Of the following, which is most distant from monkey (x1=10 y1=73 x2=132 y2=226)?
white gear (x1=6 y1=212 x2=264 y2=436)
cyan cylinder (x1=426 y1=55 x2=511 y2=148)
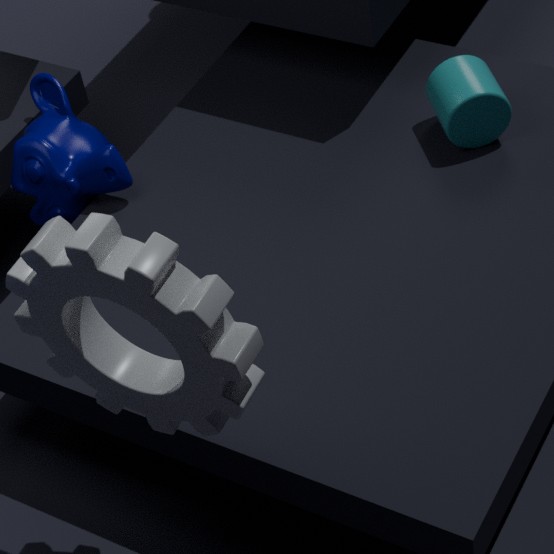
cyan cylinder (x1=426 y1=55 x2=511 y2=148)
